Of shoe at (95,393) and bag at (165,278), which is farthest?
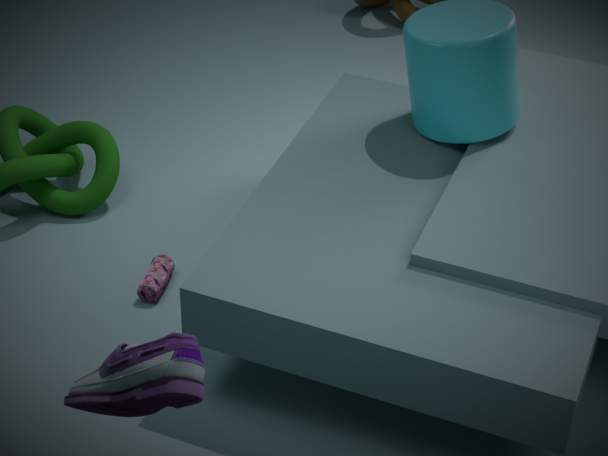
bag at (165,278)
